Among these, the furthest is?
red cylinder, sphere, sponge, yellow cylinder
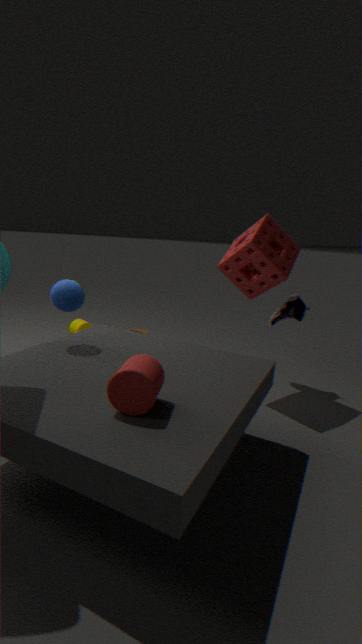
yellow cylinder
